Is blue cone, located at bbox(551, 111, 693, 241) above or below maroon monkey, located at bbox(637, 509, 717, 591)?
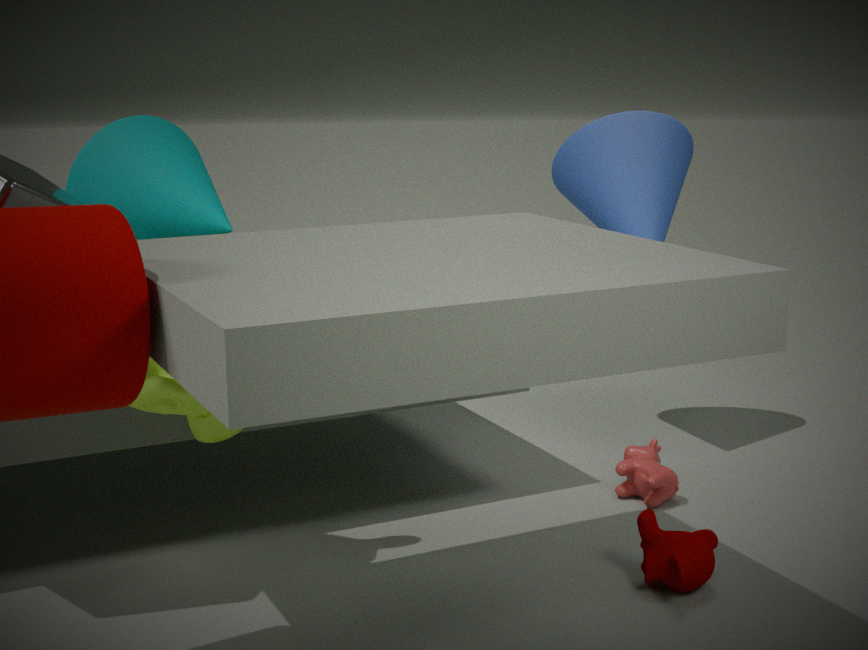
above
